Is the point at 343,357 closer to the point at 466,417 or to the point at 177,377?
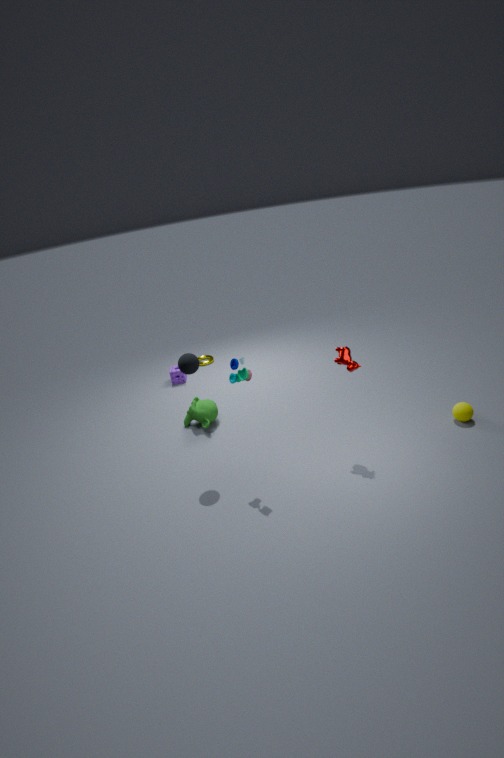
the point at 466,417
